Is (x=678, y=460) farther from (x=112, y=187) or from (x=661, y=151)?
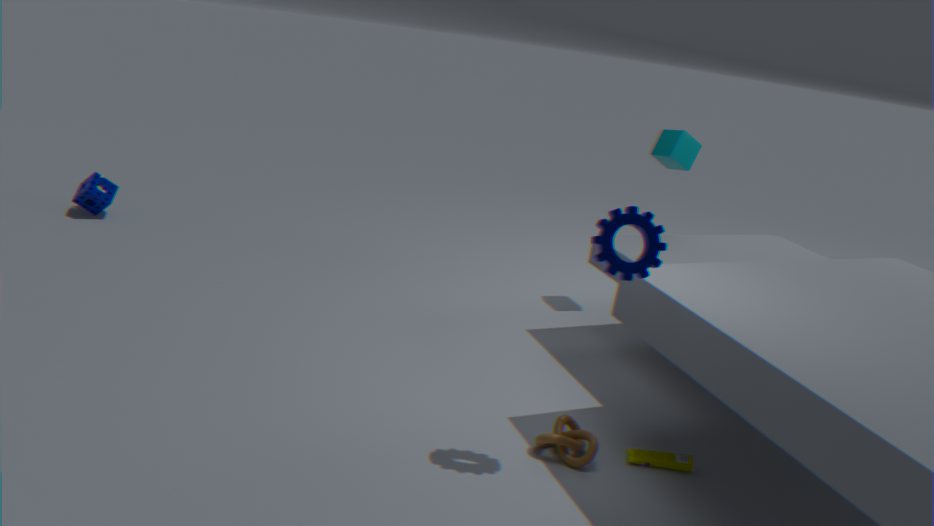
(x=112, y=187)
